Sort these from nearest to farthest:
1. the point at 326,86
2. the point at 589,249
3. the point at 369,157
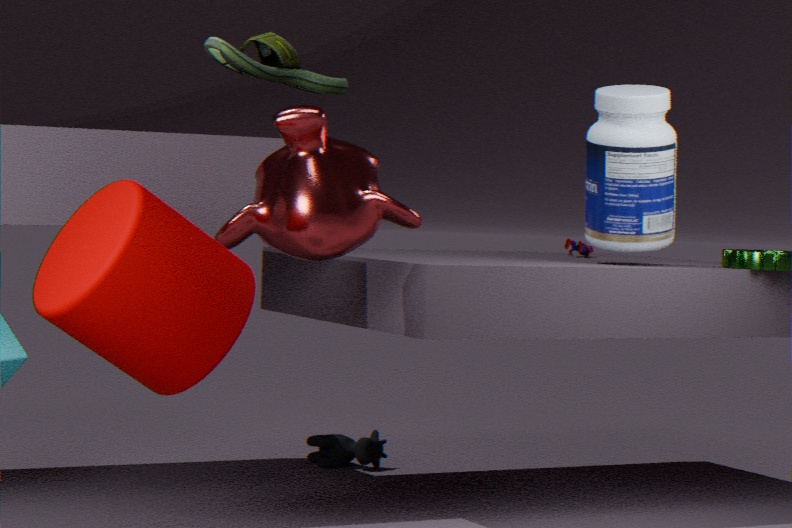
the point at 326,86 → the point at 369,157 → the point at 589,249
